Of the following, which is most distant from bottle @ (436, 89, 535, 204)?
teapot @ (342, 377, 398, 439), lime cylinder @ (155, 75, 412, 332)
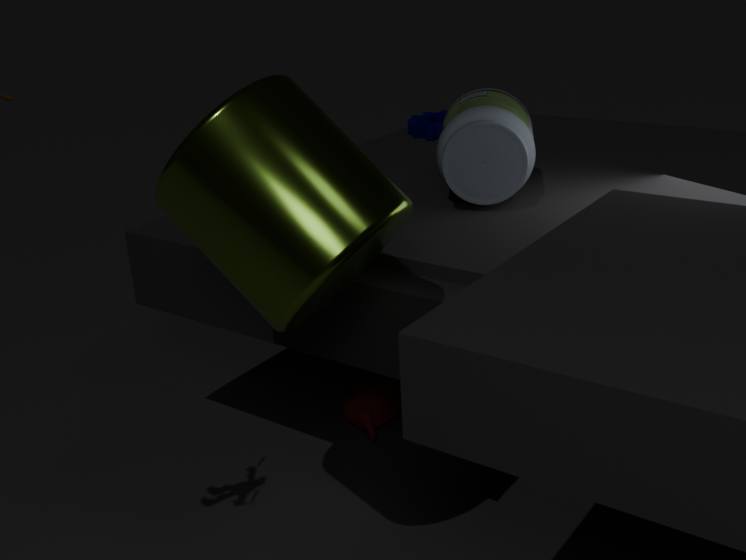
teapot @ (342, 377, 398, 439)
